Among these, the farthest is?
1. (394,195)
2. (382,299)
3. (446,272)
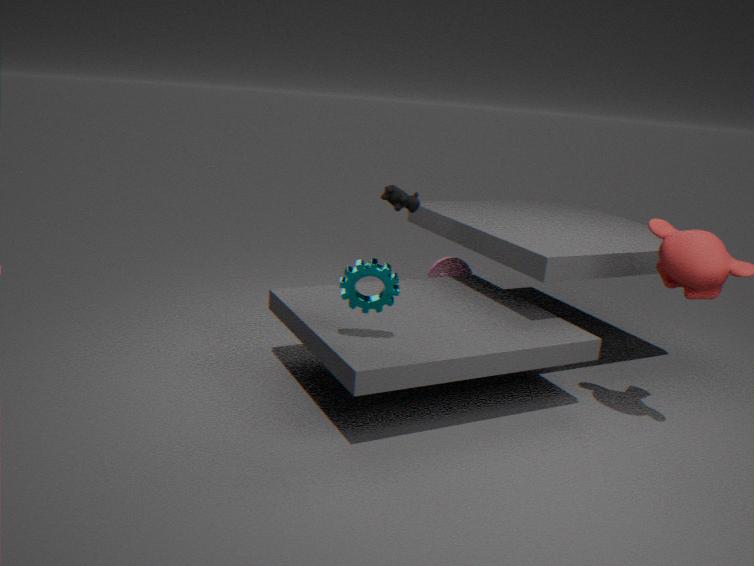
(446,272)
